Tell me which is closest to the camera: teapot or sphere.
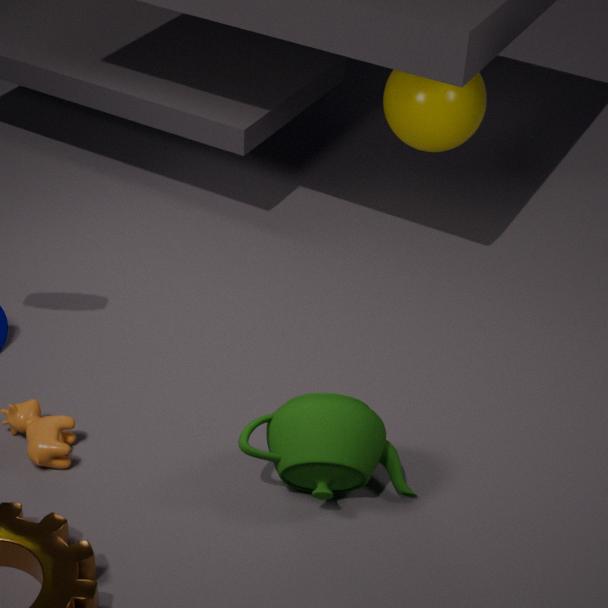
teapot
